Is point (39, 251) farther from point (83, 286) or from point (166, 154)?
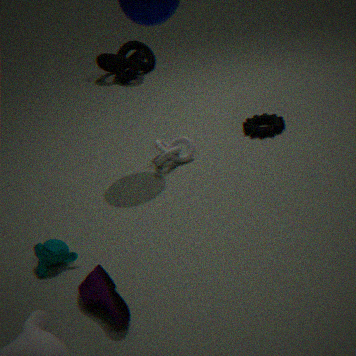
point (166, 154)
